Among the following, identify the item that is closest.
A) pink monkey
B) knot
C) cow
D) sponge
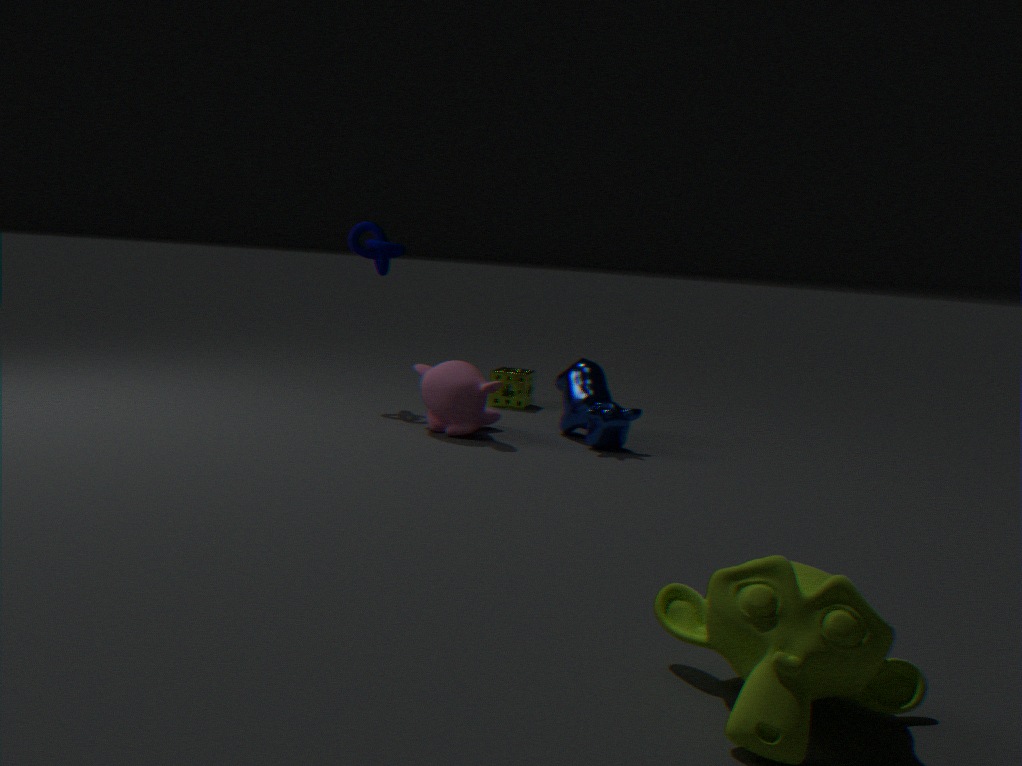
cow
